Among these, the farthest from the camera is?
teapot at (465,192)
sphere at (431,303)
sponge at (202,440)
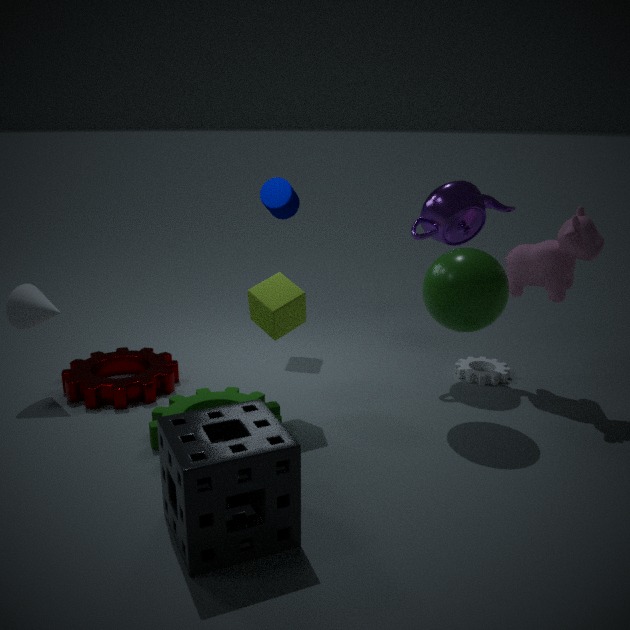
teapot at (465,192)
